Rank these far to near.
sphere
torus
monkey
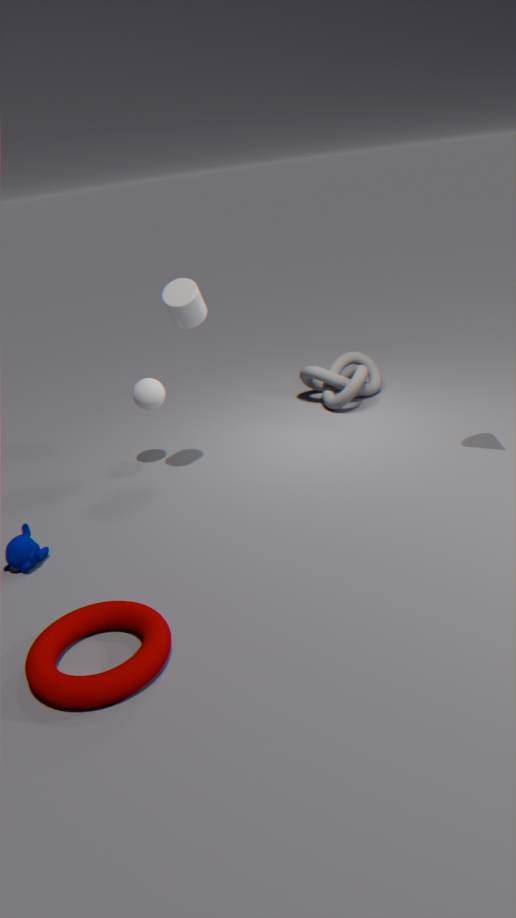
sphere < monkey < torus
